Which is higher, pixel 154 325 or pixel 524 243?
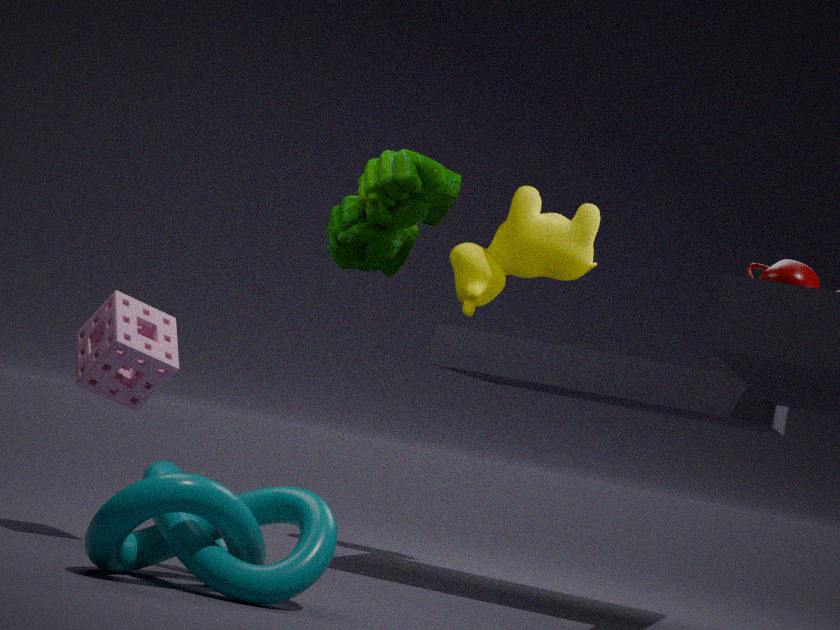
pixel 524 243
